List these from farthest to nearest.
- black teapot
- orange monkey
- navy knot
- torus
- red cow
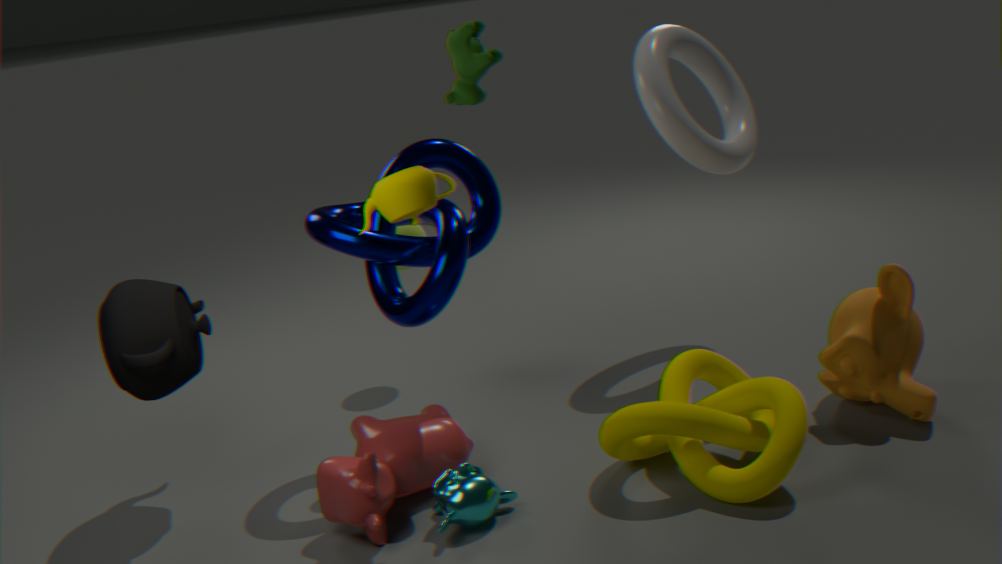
torus, orange monkey, black teapot, navy knot, red cow
